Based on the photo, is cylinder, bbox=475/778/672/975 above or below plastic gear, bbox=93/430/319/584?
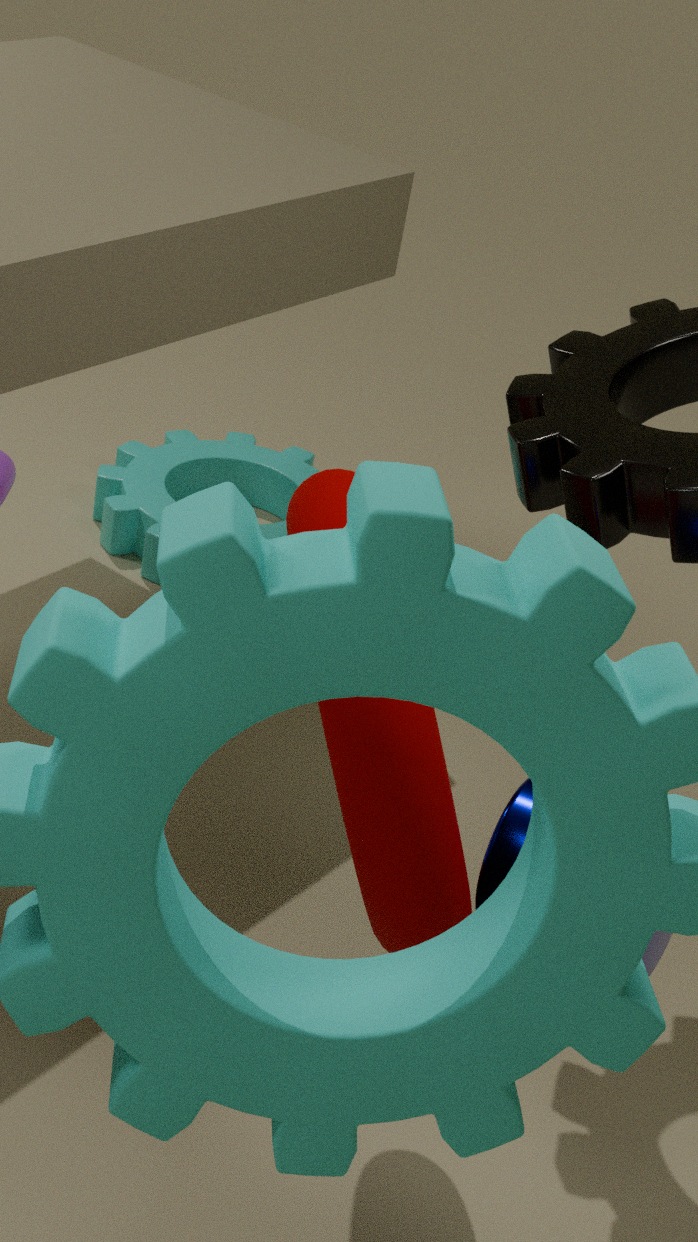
above
